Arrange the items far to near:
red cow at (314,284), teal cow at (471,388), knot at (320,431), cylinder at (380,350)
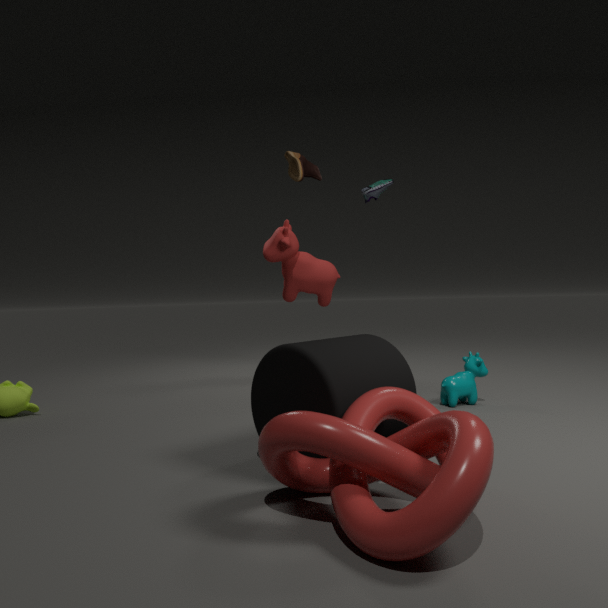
red cow at (314,284), teal cow at (471,388), cylinder at (380,350), knot at (320,431)
